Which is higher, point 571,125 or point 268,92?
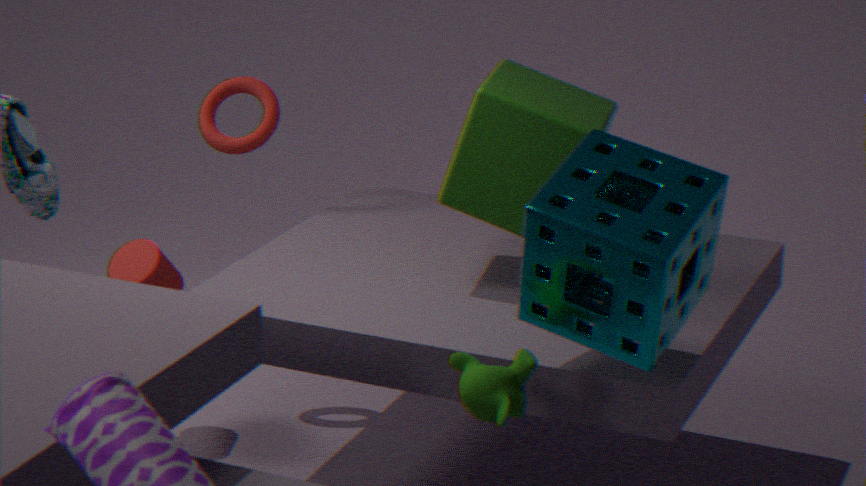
point 571,125
